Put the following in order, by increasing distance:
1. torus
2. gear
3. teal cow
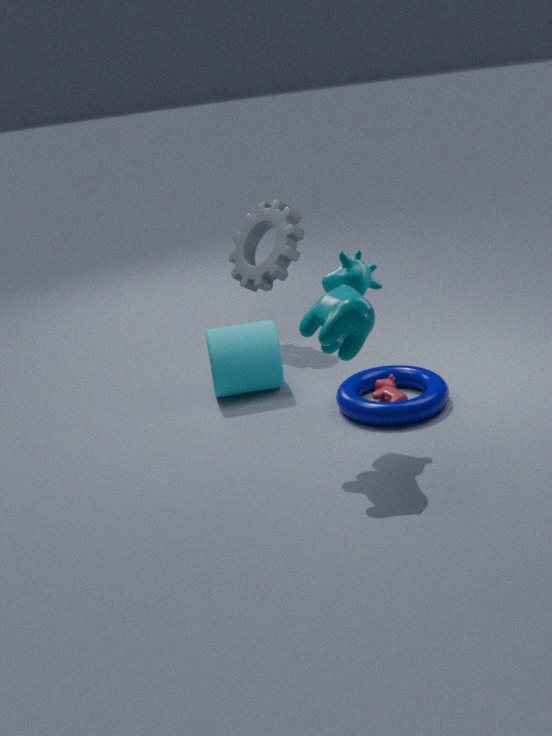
teal cow, torus, gear
